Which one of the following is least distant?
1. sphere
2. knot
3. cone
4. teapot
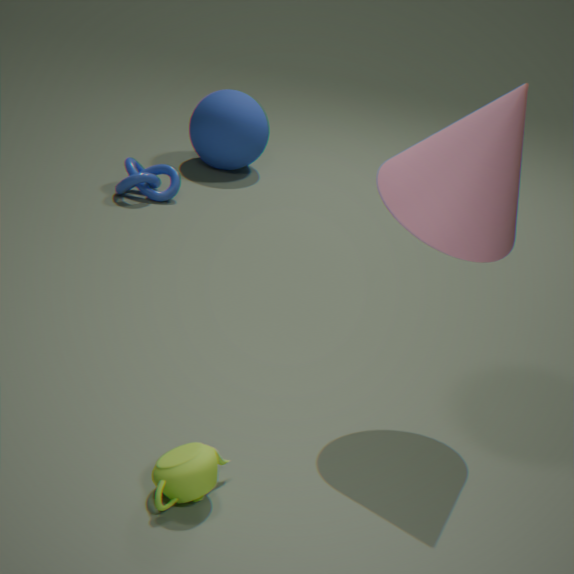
teapot
